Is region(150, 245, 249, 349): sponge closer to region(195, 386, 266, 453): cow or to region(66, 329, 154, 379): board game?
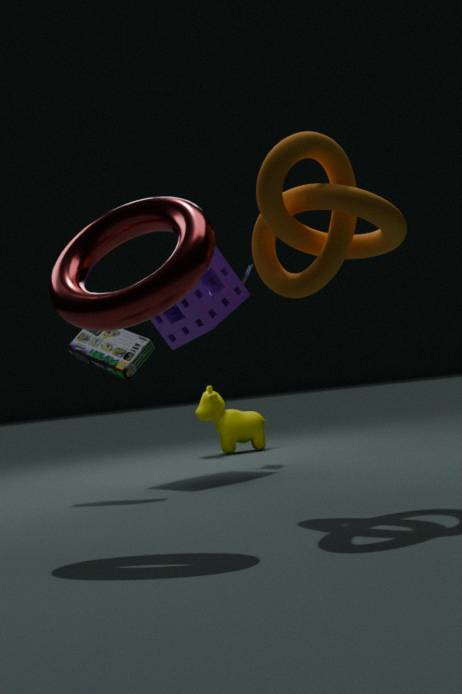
region(66, 329, 154, 379): board game
